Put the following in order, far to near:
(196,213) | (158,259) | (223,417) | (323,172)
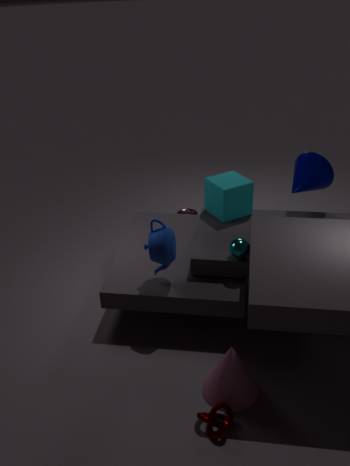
(196,213)
(323,172)
(158,259)
(223,417)
